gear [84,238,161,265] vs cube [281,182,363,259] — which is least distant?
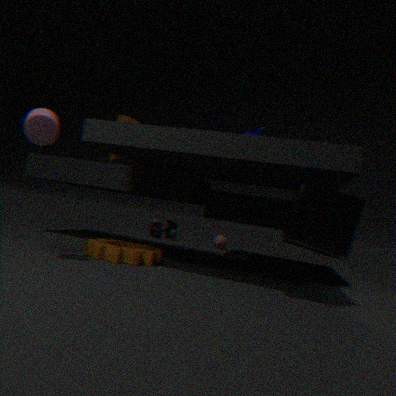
cube [281,182,363,259]
